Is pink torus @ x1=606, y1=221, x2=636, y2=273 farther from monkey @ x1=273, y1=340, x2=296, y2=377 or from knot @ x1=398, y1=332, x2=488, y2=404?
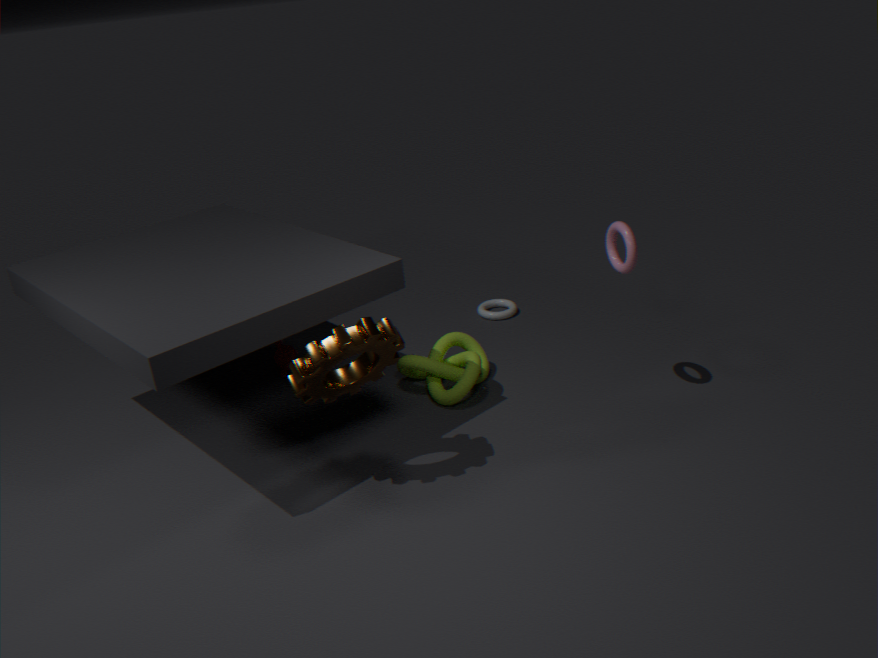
monkey @ x1=273, y1=340, x2=296, y2=377
